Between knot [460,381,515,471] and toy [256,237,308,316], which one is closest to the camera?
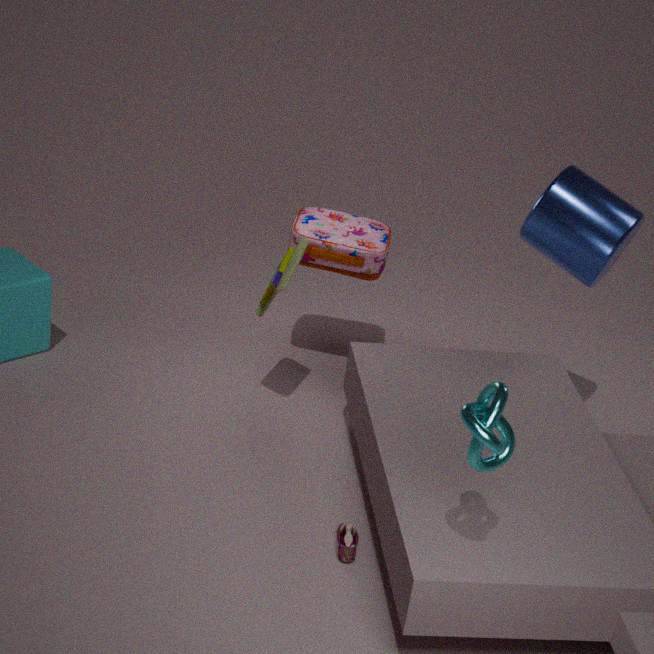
knot [460,381,515,471]
